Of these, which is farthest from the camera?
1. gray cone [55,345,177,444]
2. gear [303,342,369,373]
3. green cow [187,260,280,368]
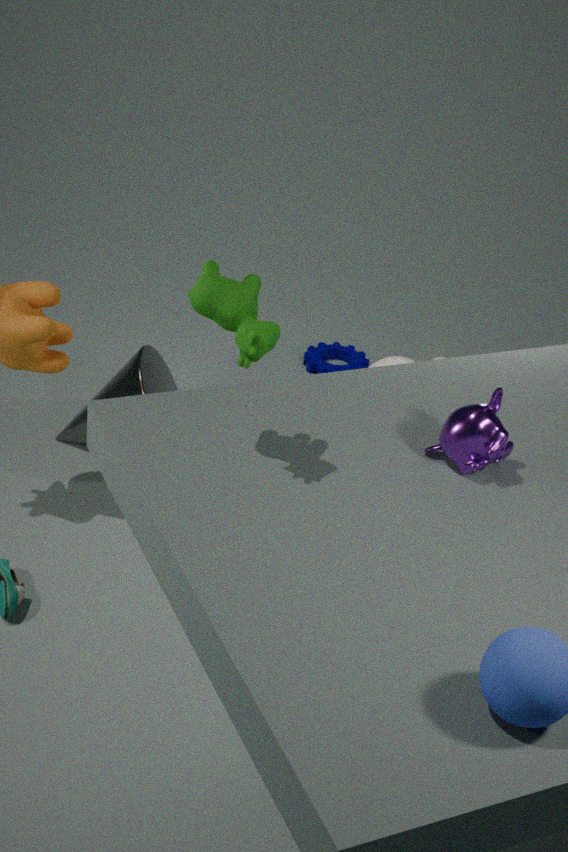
gear [303,342,369,373]
